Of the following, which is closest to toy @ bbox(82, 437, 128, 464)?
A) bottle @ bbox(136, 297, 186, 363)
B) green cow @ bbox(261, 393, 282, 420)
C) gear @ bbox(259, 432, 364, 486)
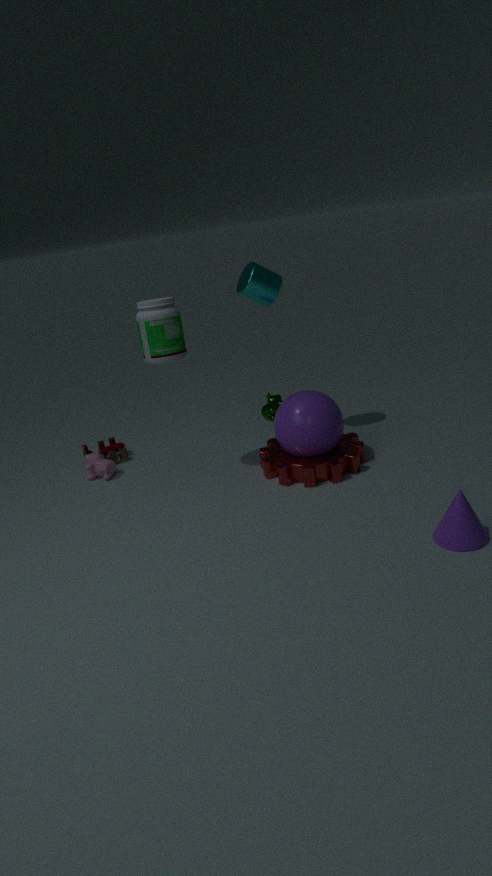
bottle @ bbox(136, 297, 186, 363)
